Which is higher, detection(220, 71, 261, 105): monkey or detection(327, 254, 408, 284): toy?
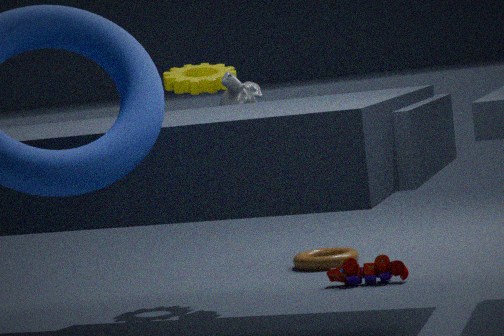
detection(220, 71, 261, 105): monkey
